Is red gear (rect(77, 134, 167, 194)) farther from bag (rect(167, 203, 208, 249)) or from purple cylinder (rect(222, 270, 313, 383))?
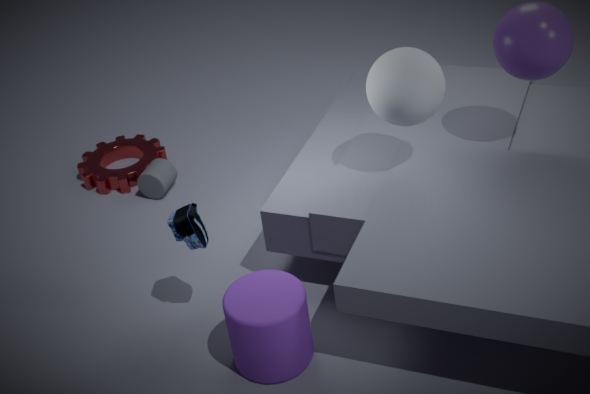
purple cylinder (rect(222, 270, 313, 383))
